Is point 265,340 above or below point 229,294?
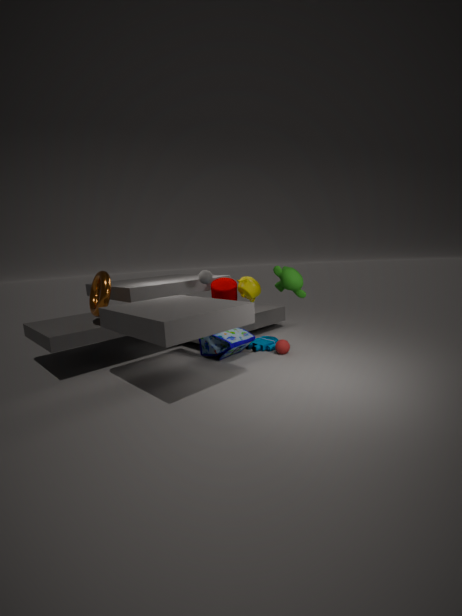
below
